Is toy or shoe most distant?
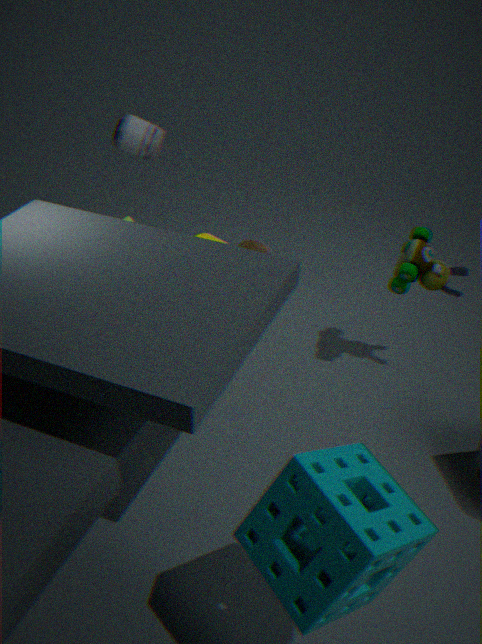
shoe
